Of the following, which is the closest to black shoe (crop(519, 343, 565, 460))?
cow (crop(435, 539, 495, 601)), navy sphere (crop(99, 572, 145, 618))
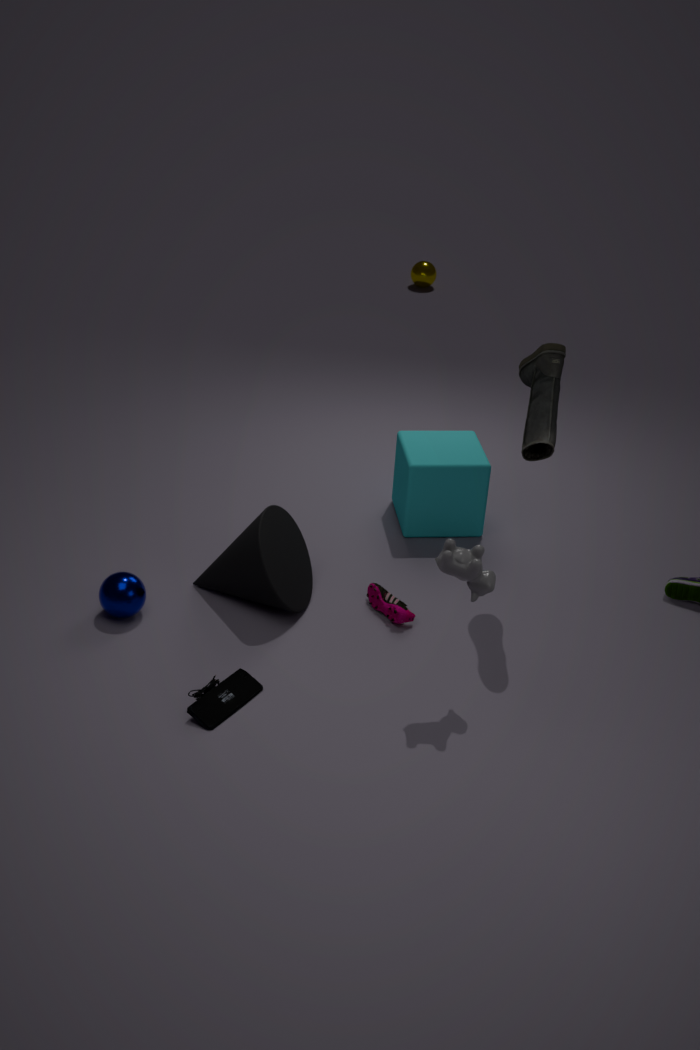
cow (crop(435, 539, 495, 601))
